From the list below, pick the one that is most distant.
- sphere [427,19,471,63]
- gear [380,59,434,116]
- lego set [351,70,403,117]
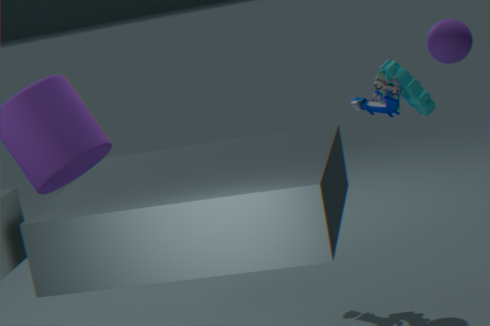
lego set [351,70,403,117]
